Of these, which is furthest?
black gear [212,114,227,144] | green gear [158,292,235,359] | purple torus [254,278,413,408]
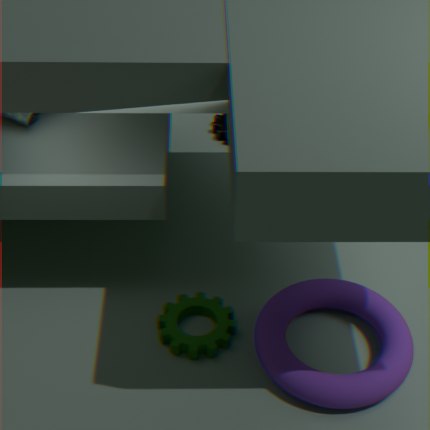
black gear [212,114,227,144]
